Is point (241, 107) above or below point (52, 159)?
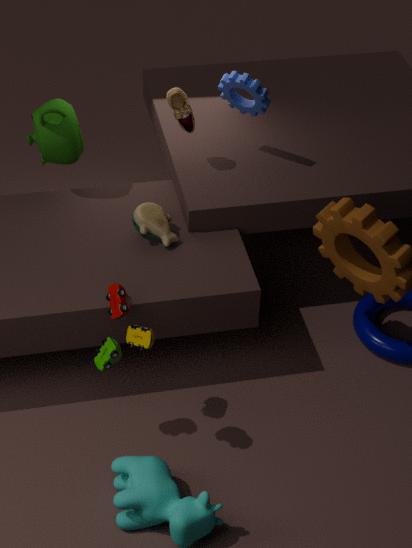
above
